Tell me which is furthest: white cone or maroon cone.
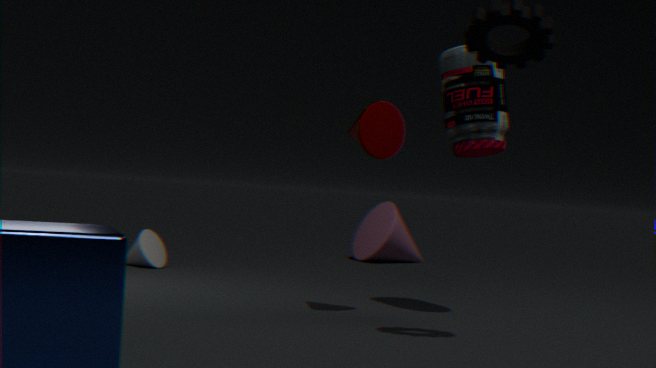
white cone
